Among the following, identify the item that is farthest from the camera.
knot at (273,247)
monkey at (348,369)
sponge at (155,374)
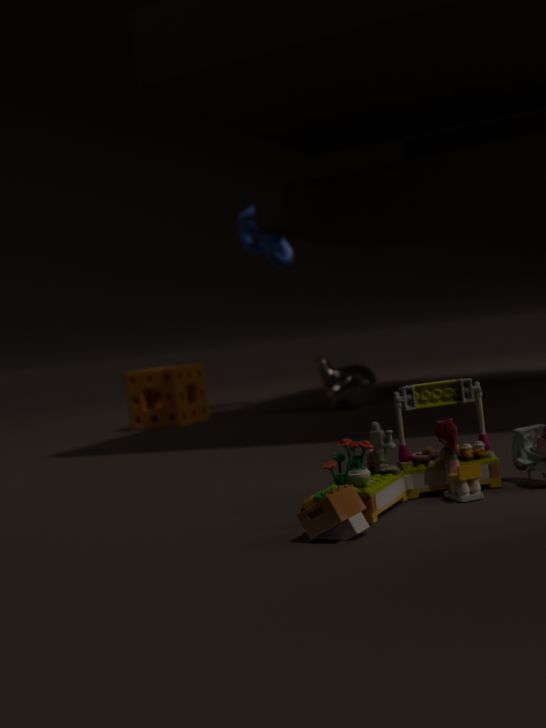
knot at (273,247)
